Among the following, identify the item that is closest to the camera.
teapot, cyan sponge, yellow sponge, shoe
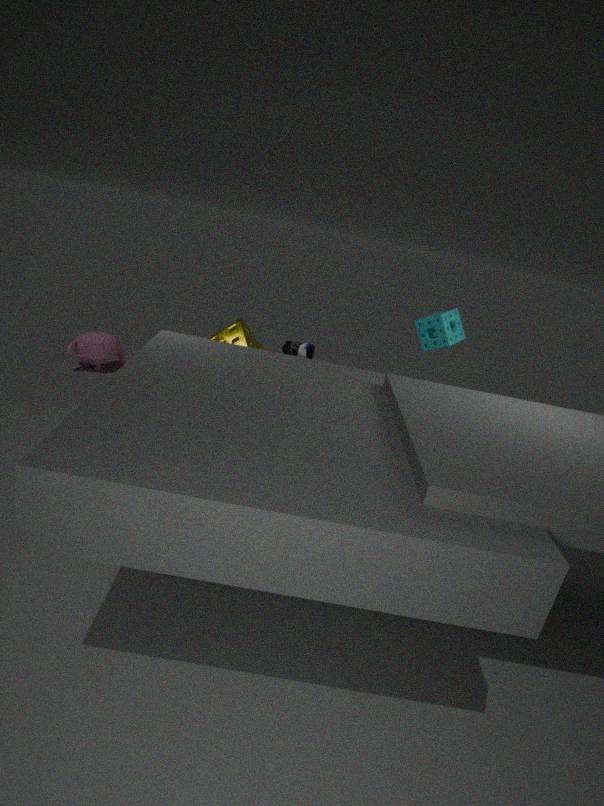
shoe
